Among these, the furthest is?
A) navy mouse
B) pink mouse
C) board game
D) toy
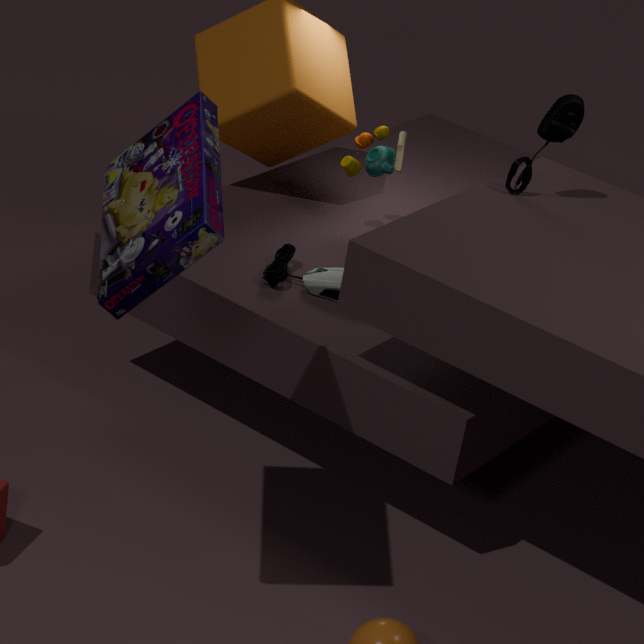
toy
